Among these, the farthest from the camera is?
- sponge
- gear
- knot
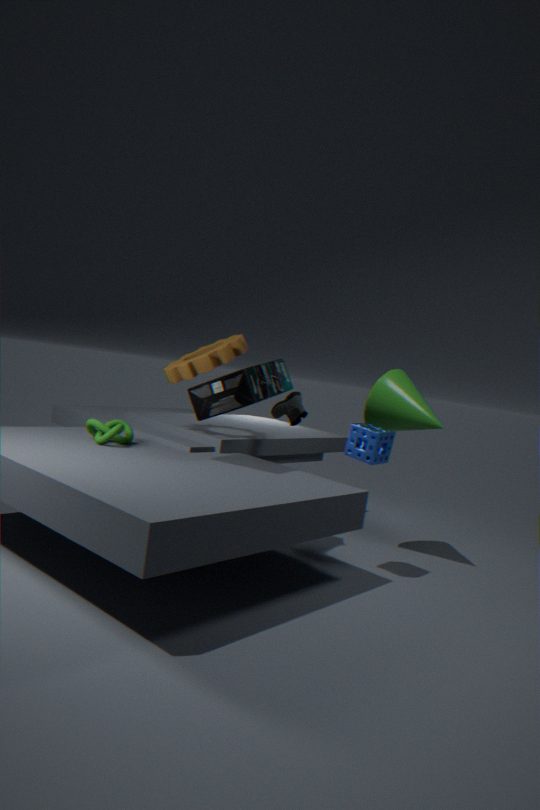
gear
